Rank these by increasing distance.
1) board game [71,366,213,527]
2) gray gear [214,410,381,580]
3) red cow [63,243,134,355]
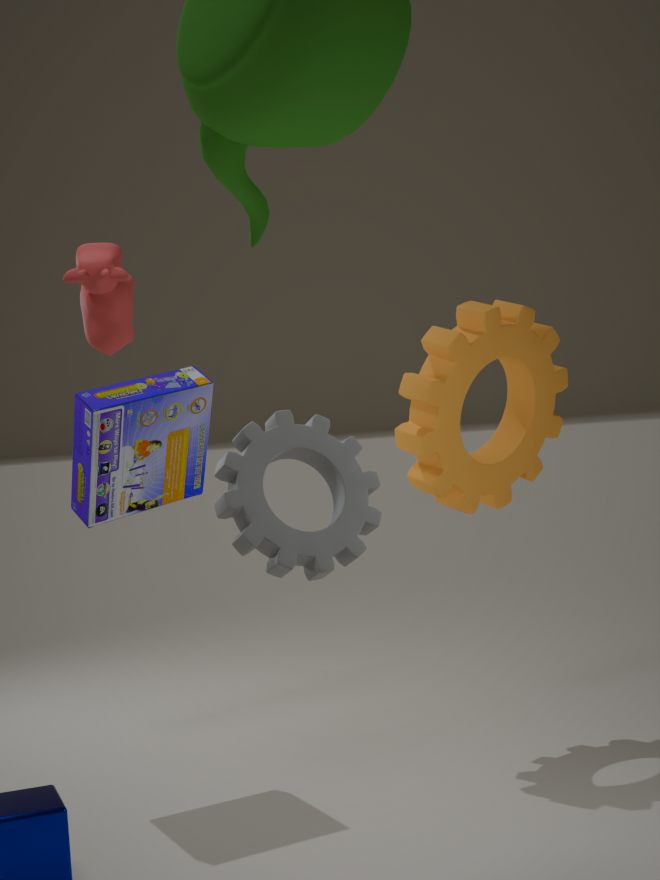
2. gray gear [214,410,381,580]
3. red cow [63,243,134,355]
1. board game [71,366,213,527]
